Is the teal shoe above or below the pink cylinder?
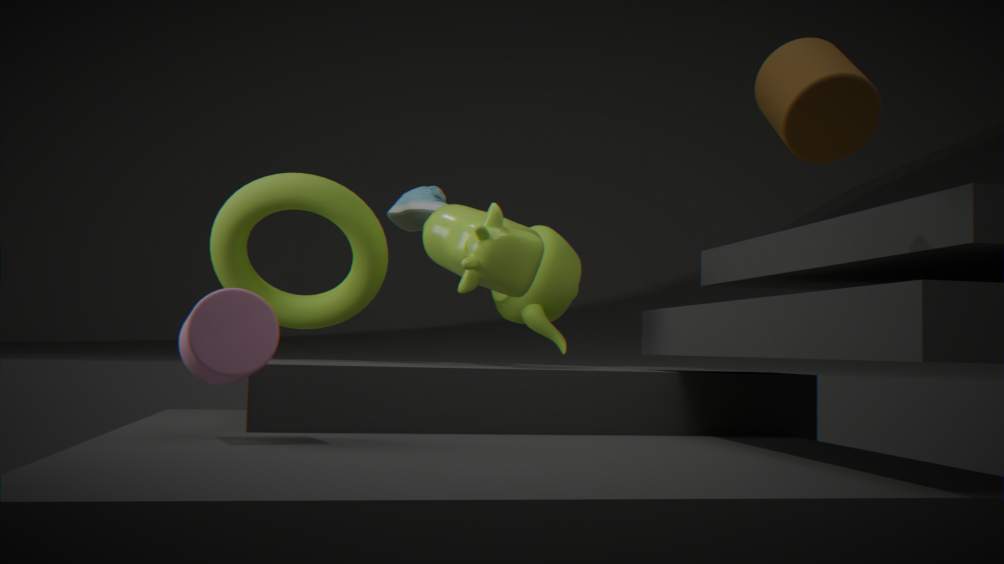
above
